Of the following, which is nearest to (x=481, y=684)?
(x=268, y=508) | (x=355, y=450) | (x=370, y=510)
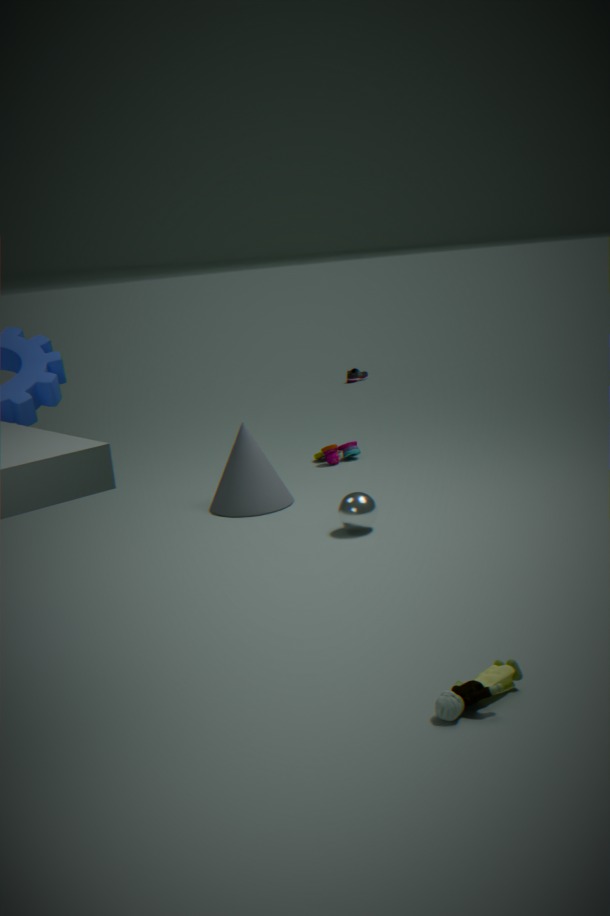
(x=370, y=510)
